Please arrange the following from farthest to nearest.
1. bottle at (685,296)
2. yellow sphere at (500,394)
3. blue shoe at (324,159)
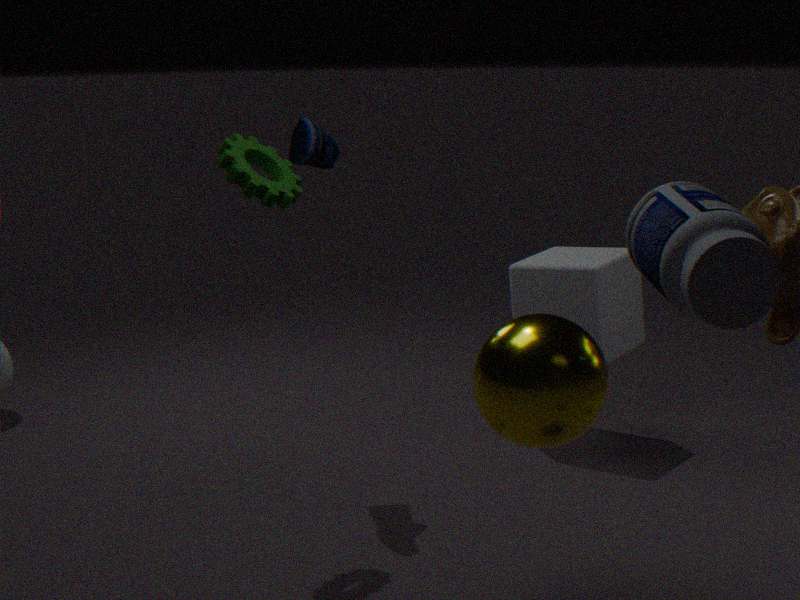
blue shoe at (324,159)
yellow sphere at (500,394)
bottle at (685,296)
